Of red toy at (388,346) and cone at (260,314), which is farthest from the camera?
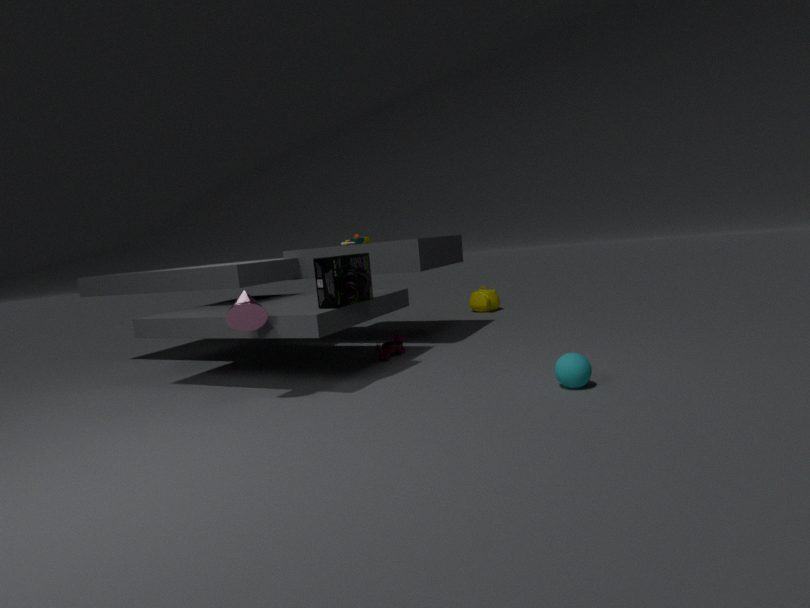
red toy at (388,346)
